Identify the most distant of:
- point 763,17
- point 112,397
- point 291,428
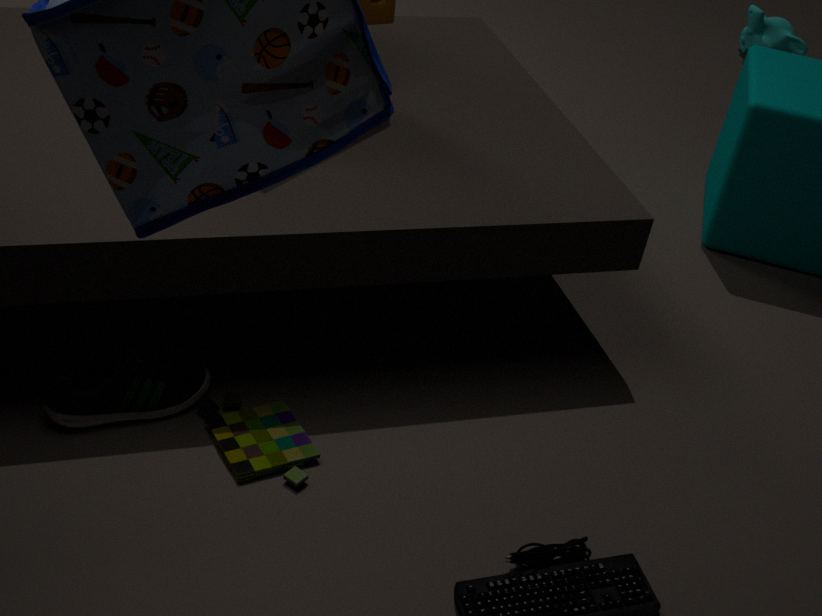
point 763,17
